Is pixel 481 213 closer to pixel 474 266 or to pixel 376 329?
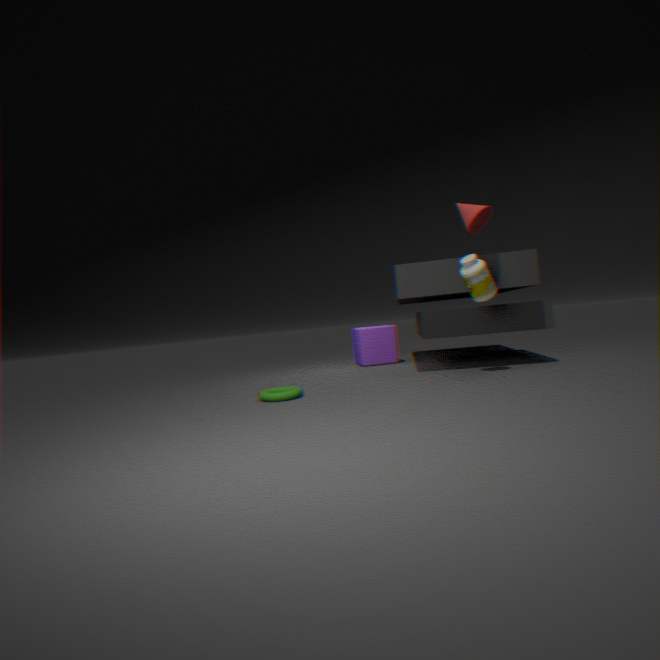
pixel 474 266
